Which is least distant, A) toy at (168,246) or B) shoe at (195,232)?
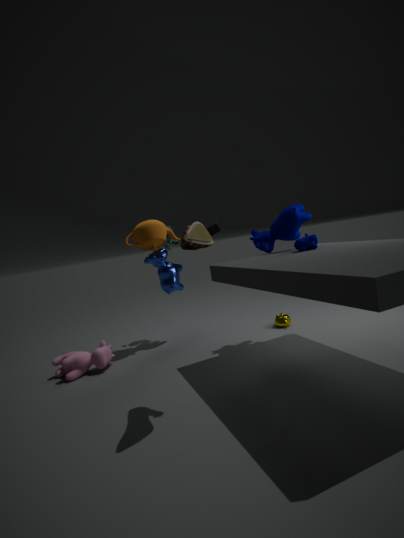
B. shoe at (195,232)
